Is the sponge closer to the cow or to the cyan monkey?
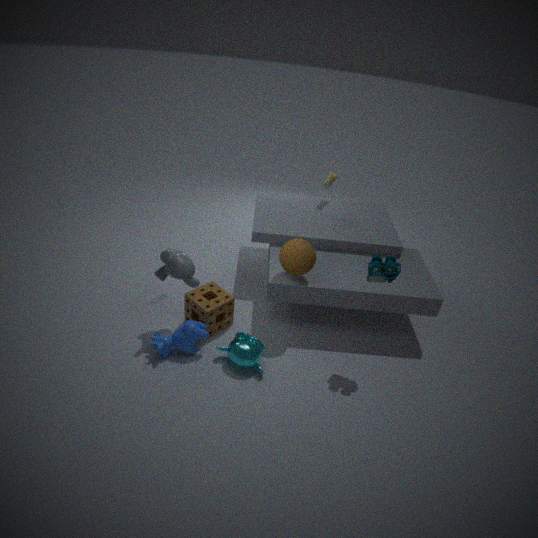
the cow
